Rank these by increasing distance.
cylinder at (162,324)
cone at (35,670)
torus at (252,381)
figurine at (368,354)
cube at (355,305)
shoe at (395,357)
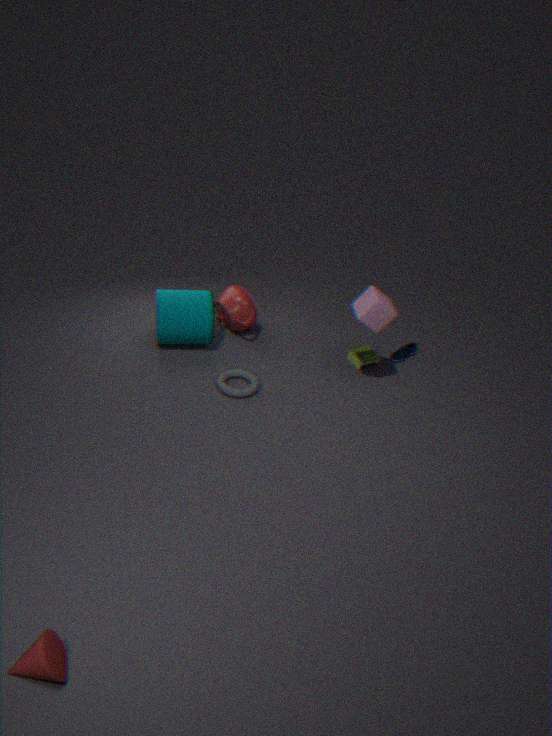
cone at (35,670)
cube at (355,305)
torus at (252,381)
cylinder at (162,324)
figurine at (368,354)
shoe at (395,357)
